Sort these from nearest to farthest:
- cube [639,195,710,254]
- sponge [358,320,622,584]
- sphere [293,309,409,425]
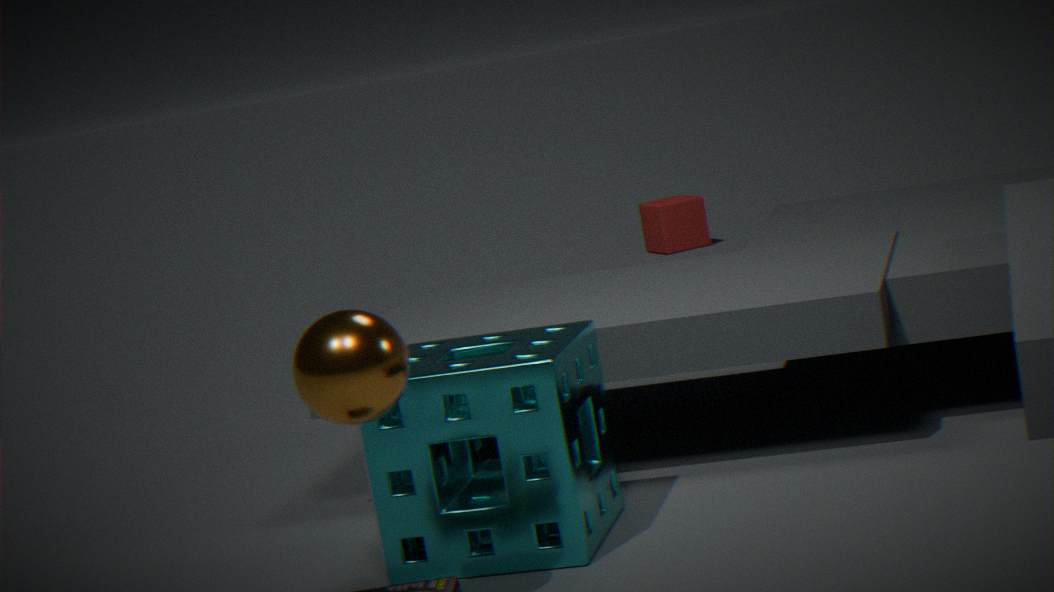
sphere [293,309,409,425]
sponge [358,320,622,584]
cube [639,195,710,254]
